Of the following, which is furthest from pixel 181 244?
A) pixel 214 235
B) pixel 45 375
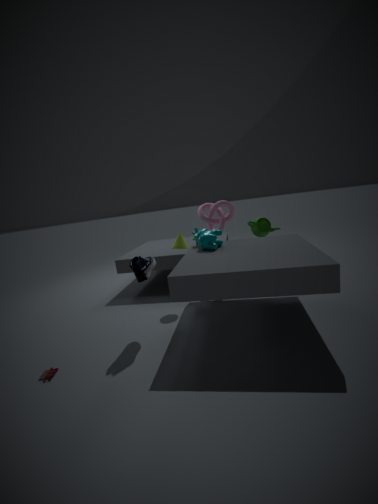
pixel 45 375
